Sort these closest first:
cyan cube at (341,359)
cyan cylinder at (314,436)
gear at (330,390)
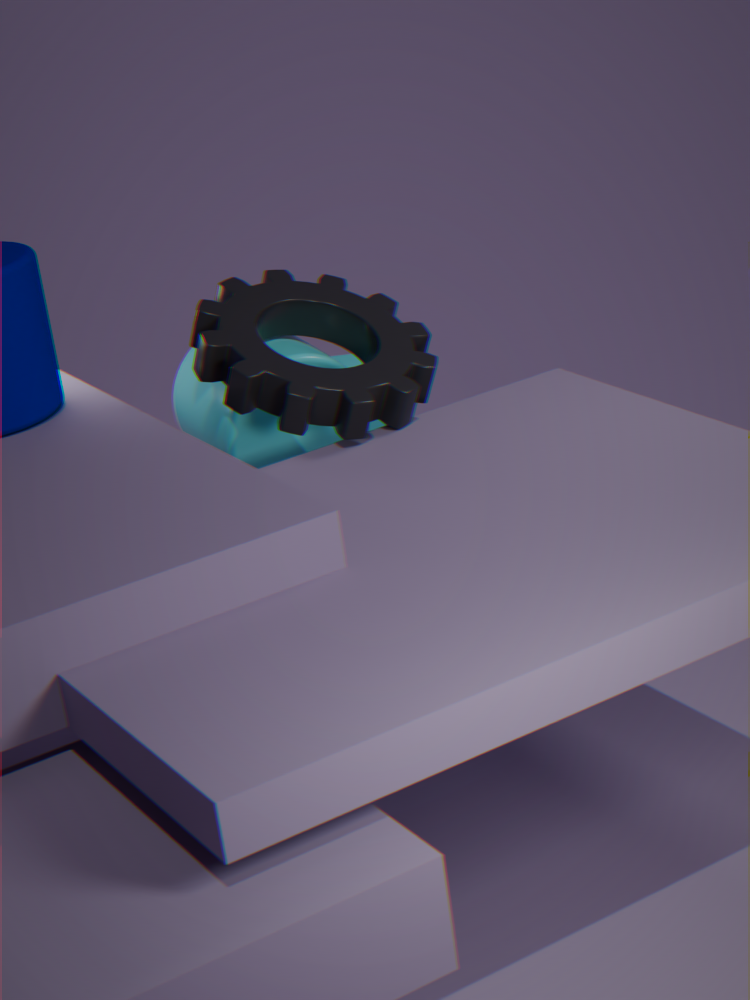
gear at (330,390) < cyan cylinder at (314,436) < cyan cube at (341,359)
